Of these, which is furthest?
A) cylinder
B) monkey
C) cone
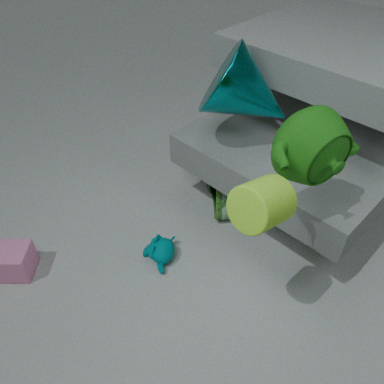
monkey
